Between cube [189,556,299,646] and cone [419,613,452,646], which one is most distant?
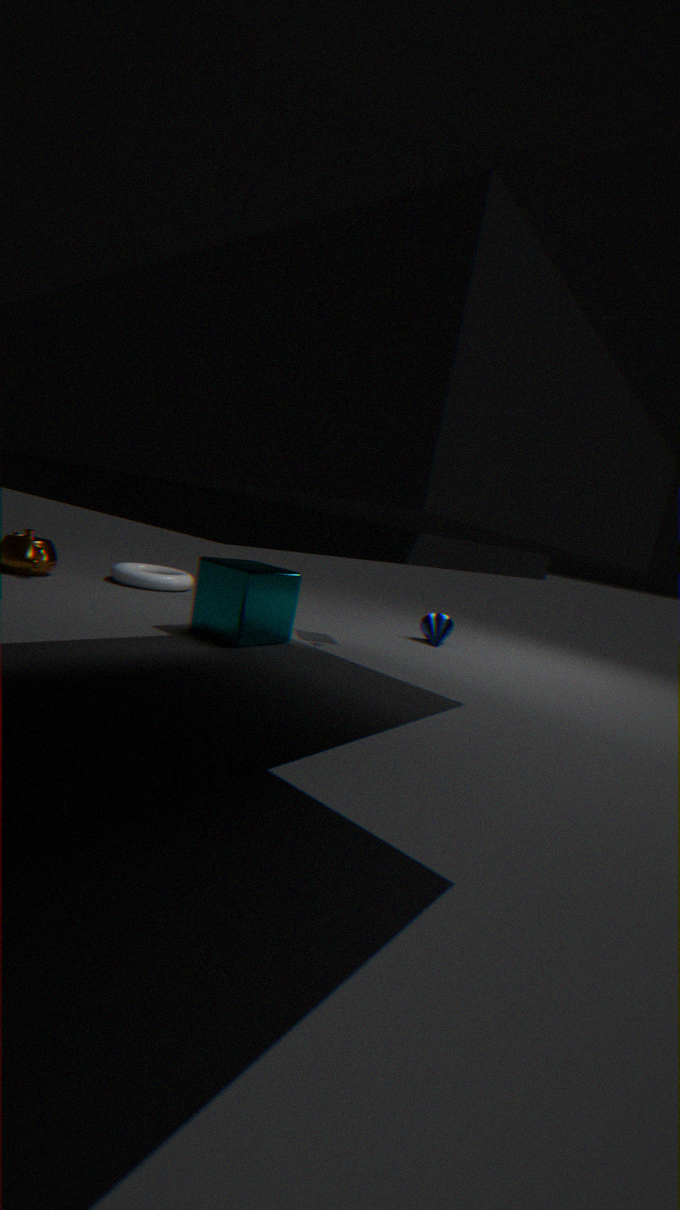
cone [419,613,452,646]
